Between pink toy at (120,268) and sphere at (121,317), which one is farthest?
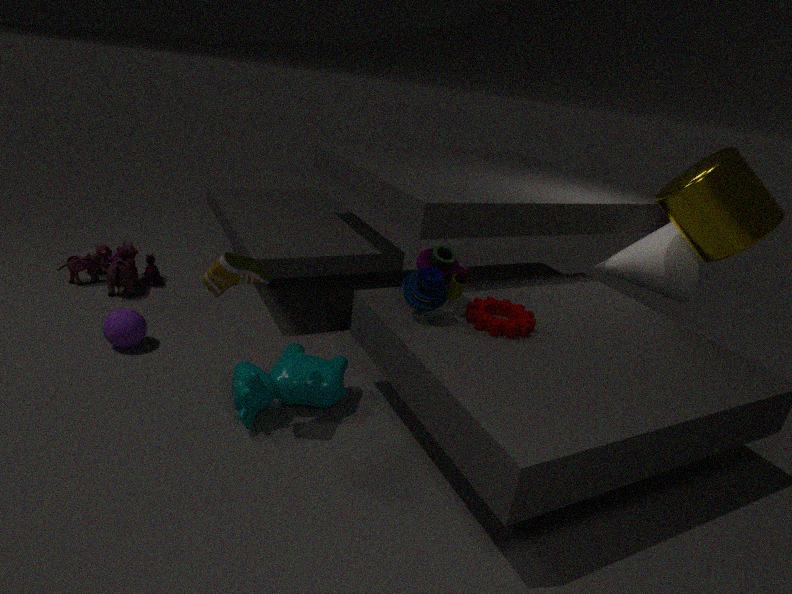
pink toy at (120,268)
